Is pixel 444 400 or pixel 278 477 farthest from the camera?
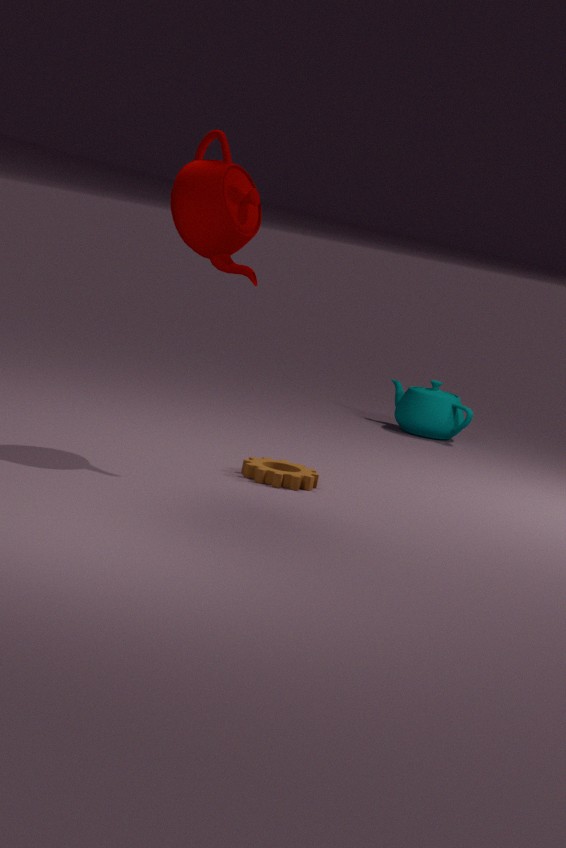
pixel 444 400
